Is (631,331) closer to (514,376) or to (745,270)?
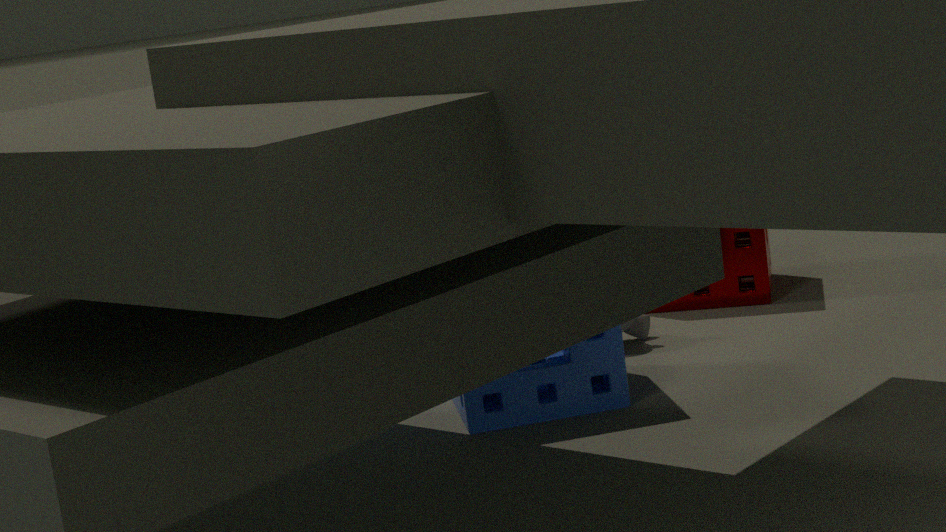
(514,376)
